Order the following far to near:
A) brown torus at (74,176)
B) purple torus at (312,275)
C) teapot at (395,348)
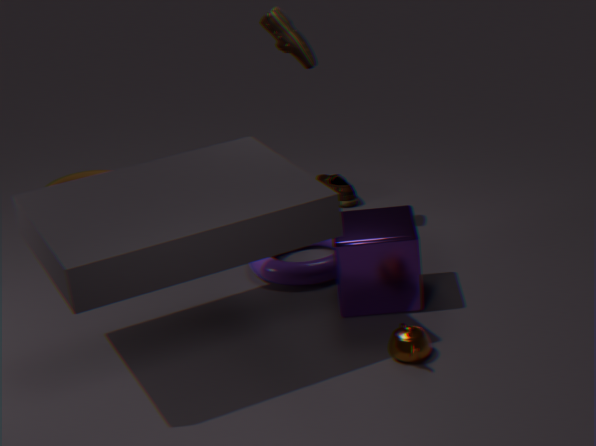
brown torus at (74,176), purple torus at (312,275), teapot at (395,348)
